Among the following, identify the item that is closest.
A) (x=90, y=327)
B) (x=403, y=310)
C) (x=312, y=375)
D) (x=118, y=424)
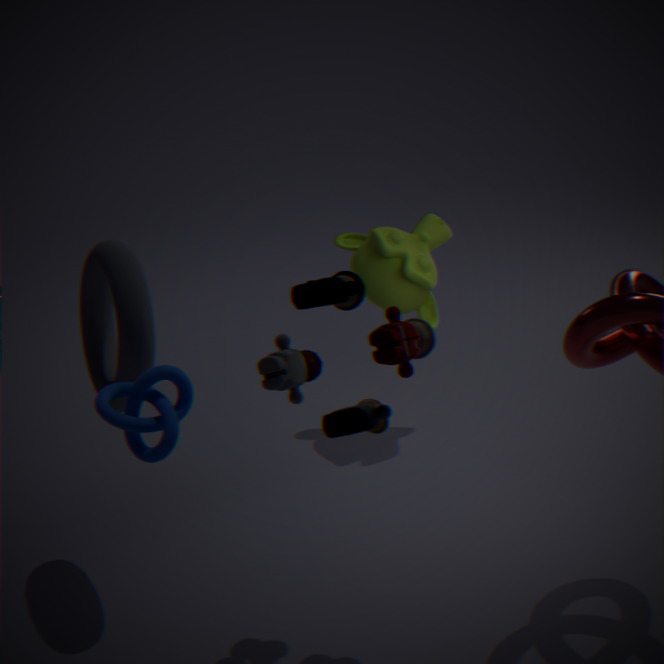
(x=118, y=424)
